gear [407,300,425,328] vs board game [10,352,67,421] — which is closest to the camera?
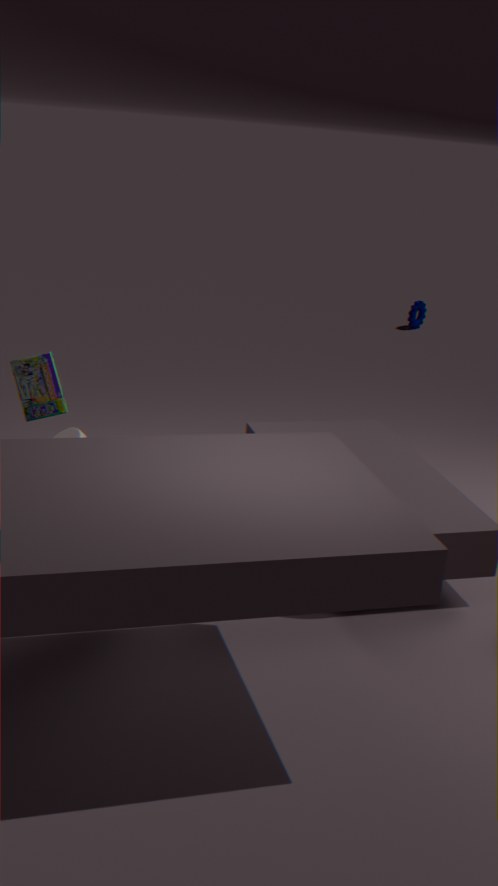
board game [10,352,67,421]
